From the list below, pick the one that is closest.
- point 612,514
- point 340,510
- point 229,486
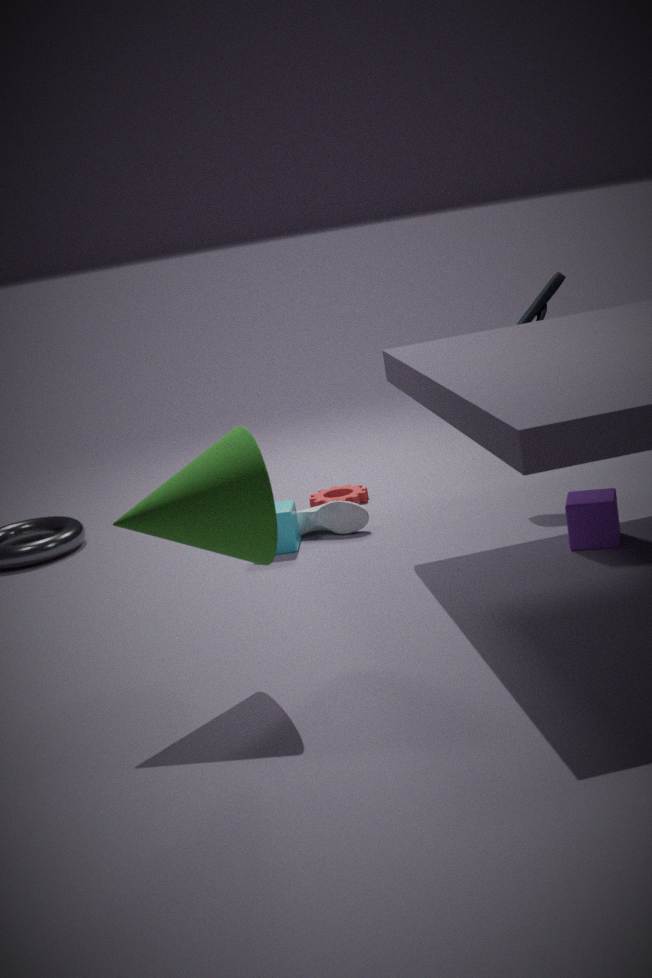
point 229,486
